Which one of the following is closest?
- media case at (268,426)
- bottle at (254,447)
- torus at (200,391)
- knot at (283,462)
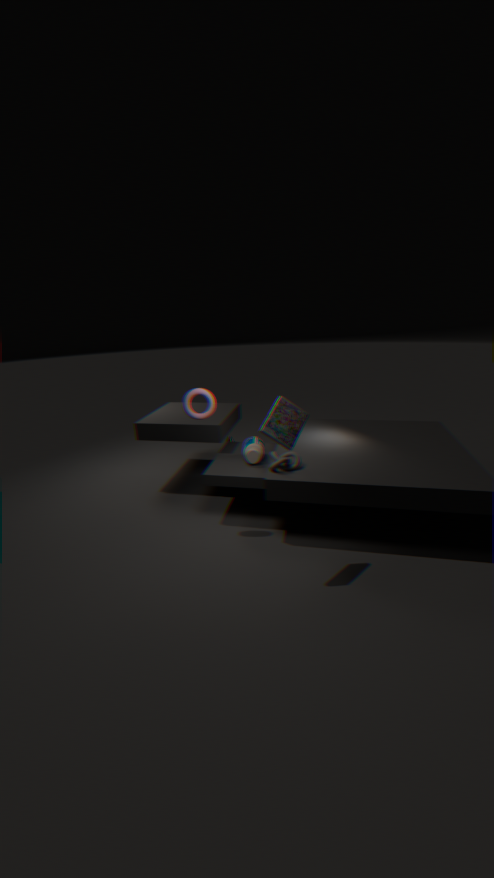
media case at (268,426)
